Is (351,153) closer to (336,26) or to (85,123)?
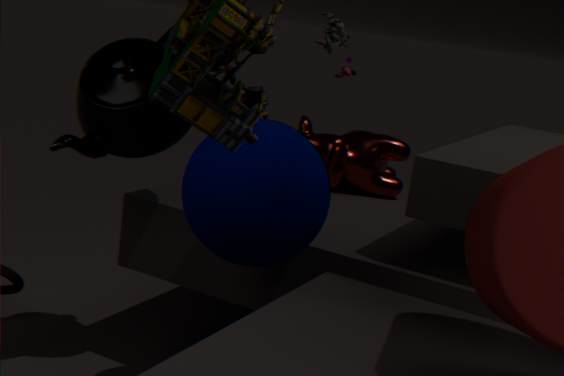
(336,26)
